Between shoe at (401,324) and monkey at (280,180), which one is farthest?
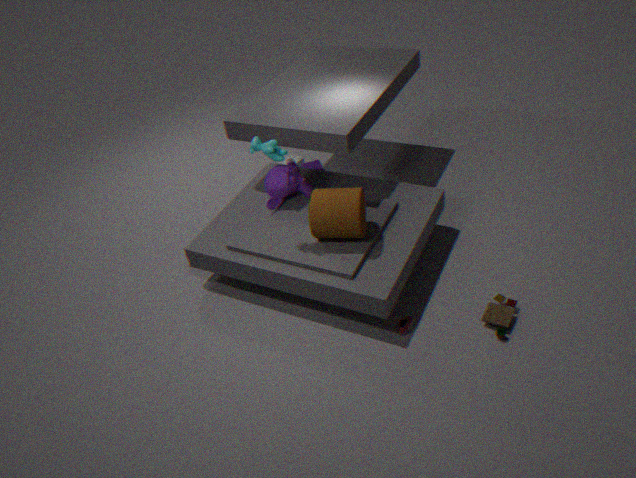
monkey at (280,180)
